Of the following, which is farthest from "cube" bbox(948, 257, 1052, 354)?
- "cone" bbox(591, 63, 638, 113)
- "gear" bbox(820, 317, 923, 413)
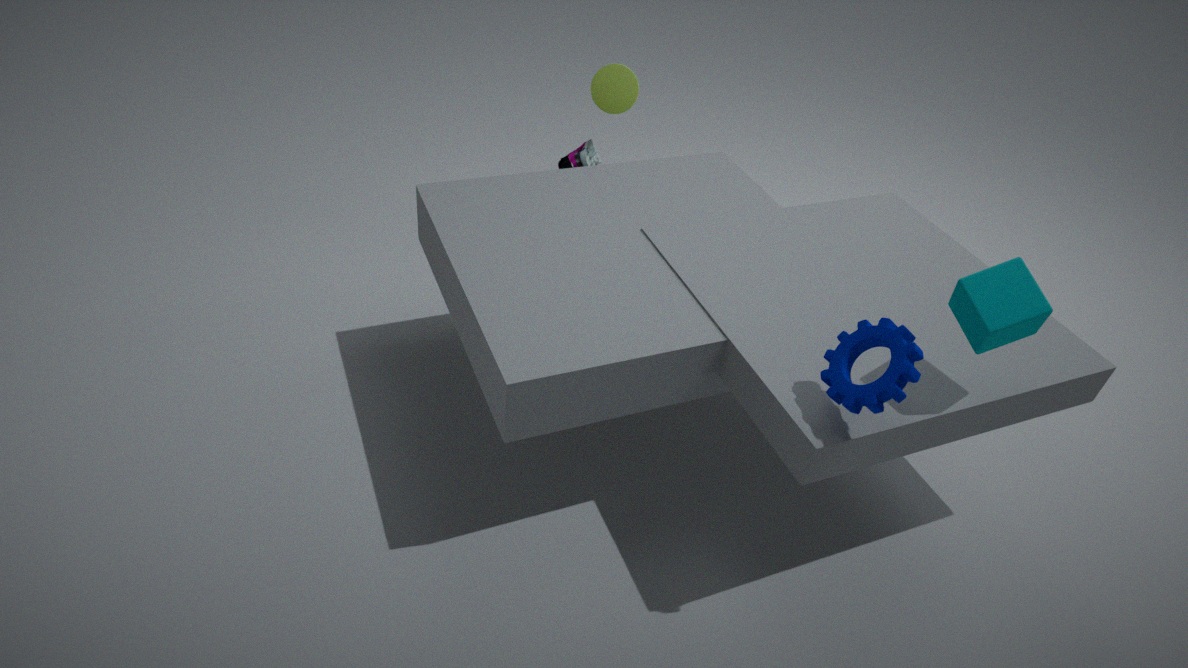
"cone" bbox(591, 63, 638, 113)
